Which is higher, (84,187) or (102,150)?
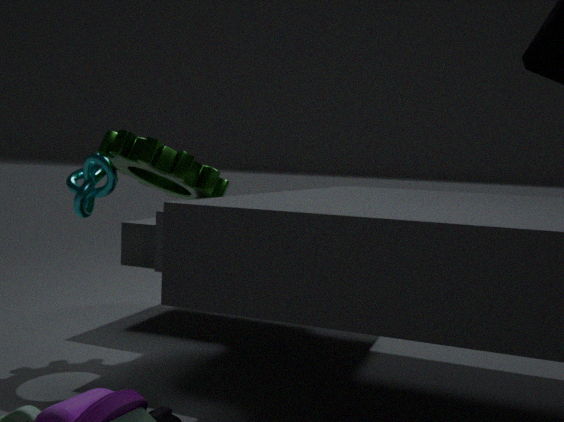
(102,150)
